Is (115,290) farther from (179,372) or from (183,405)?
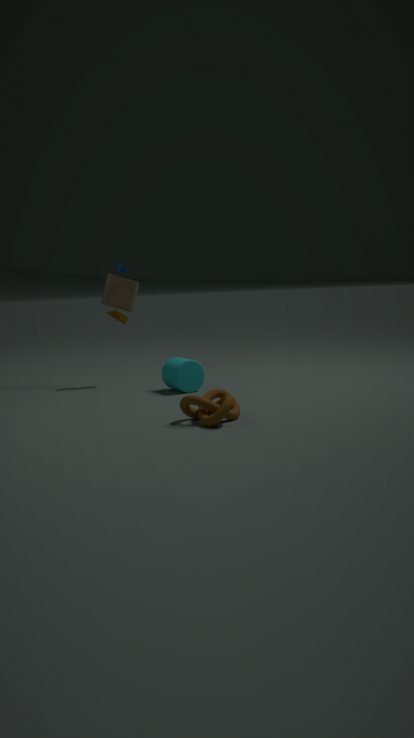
(183,405)
